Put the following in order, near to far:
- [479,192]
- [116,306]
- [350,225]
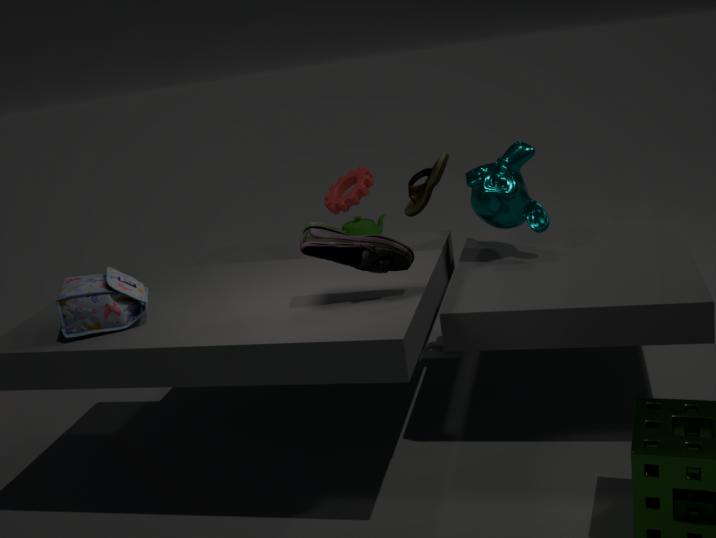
1. [116,306]
2. [479,192]
3. [350,225]
